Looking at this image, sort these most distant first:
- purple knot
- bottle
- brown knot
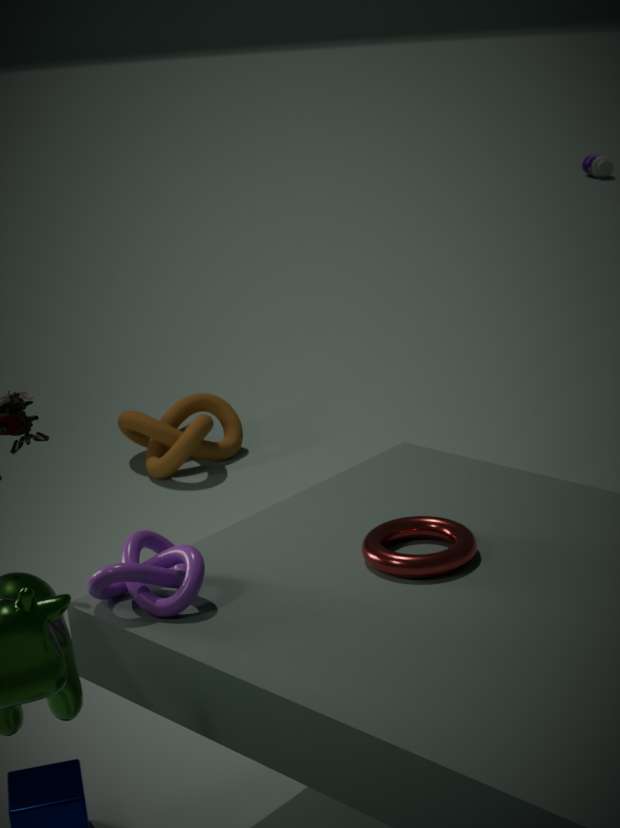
1. bottle
2. brown knot
3. purple knot
